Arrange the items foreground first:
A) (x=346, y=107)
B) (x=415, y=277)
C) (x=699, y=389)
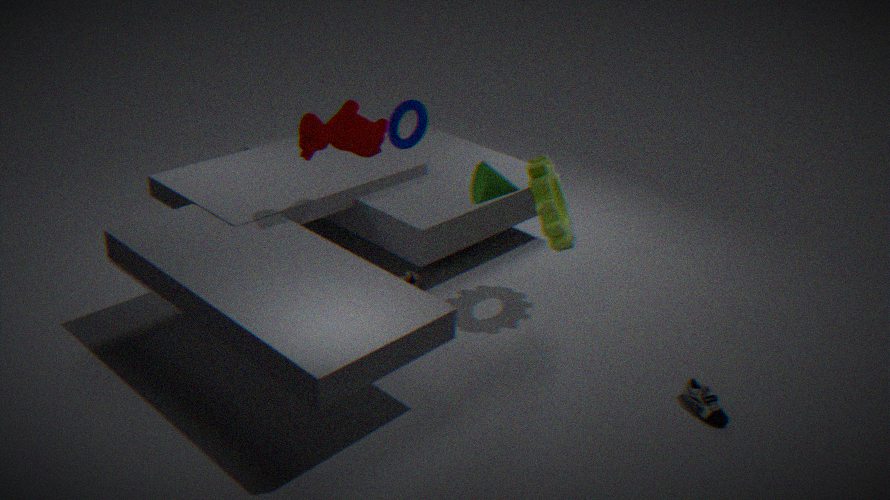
(x=699, y=389) < (x=346, y=107) < (x=415, y=277)
